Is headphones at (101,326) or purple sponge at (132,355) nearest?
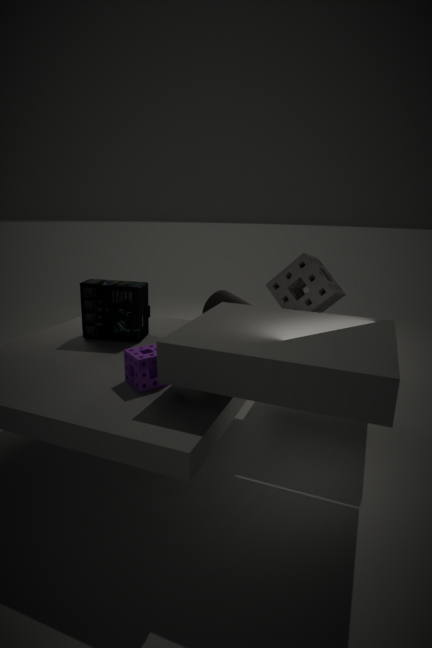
purple sponge at (132,355)
